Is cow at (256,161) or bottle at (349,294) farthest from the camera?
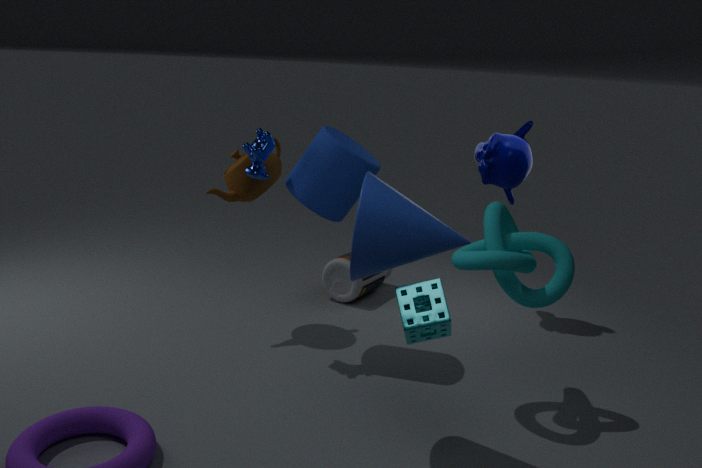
bottle at (349,294)
